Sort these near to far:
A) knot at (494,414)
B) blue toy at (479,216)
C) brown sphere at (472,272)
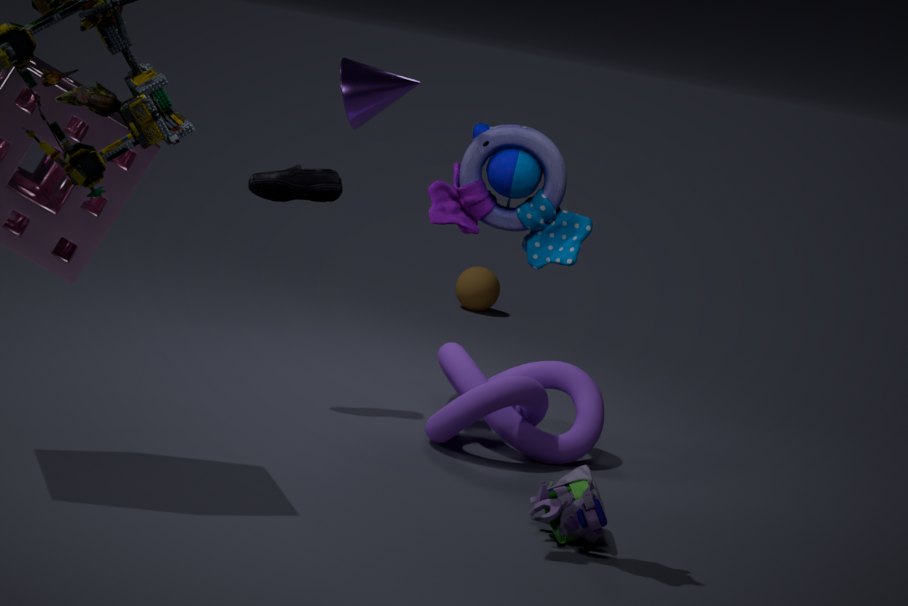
blue toy at (479,216) < knot at (494,414) < brown sphere at (472,272)
